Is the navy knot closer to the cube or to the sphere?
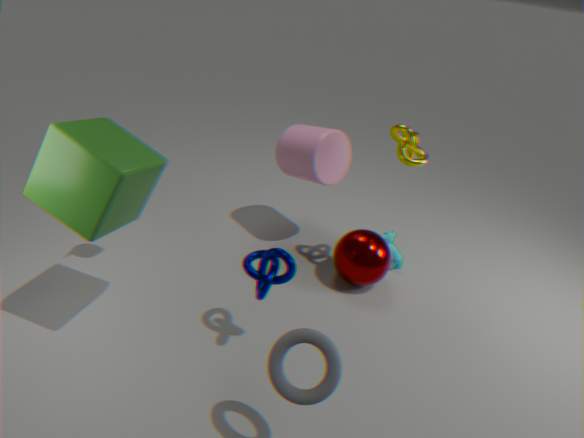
the cube
